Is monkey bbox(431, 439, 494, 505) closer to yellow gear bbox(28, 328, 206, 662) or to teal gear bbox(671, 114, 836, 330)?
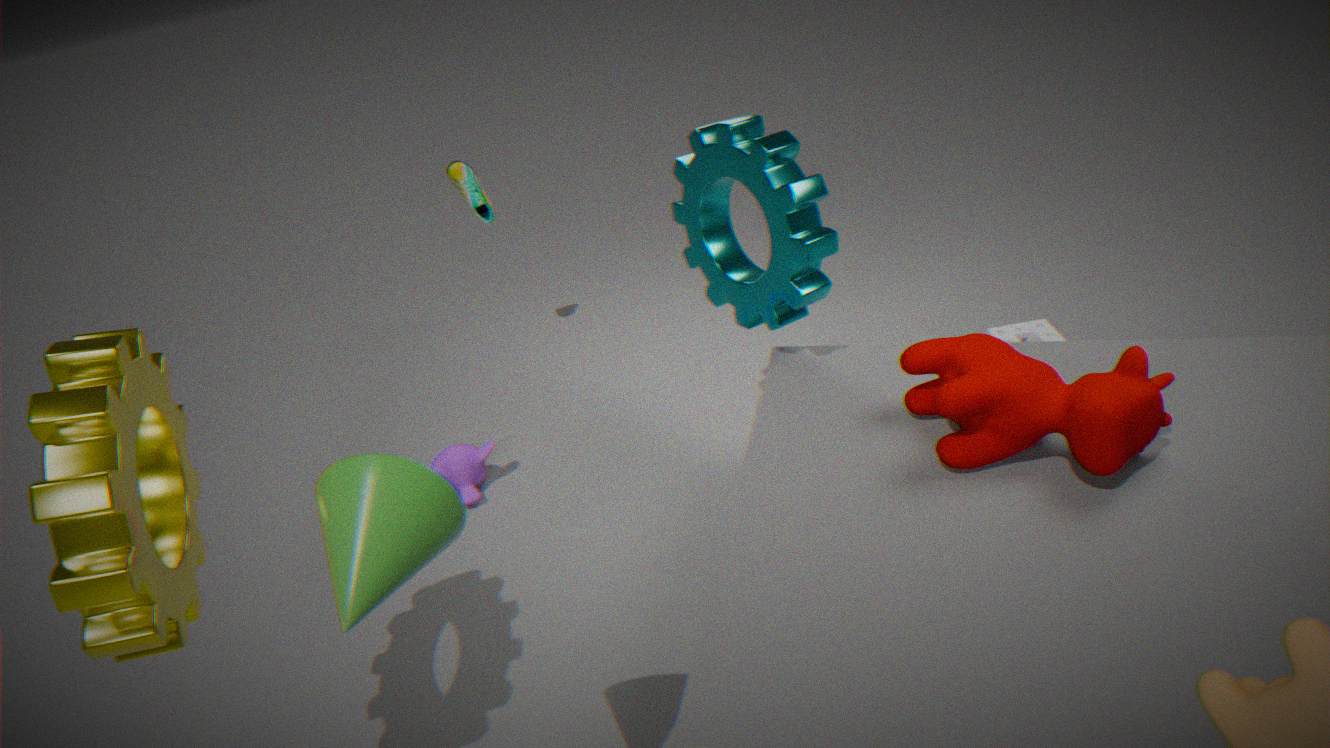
teal gear bbox(671, 114, 836, 330)
